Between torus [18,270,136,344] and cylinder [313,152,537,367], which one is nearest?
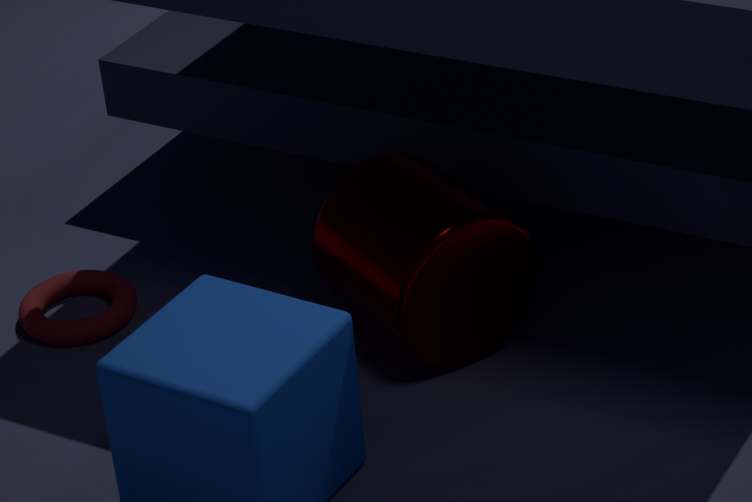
cylinder [313,152,537,367]
